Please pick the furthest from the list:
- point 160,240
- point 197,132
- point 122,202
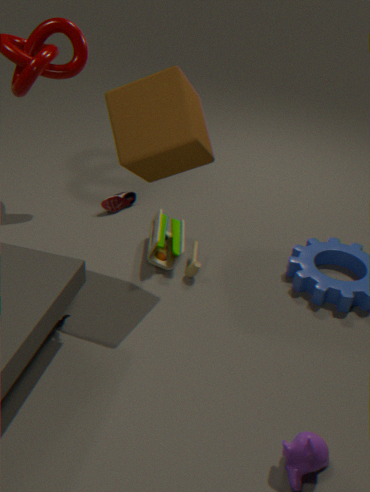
point 122,202
